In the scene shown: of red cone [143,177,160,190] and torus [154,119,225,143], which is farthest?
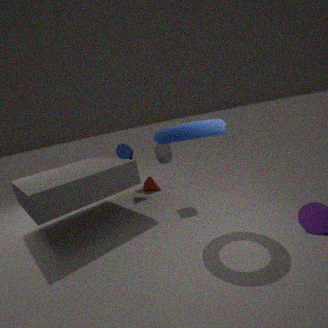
red cone [143,177,160,190]
